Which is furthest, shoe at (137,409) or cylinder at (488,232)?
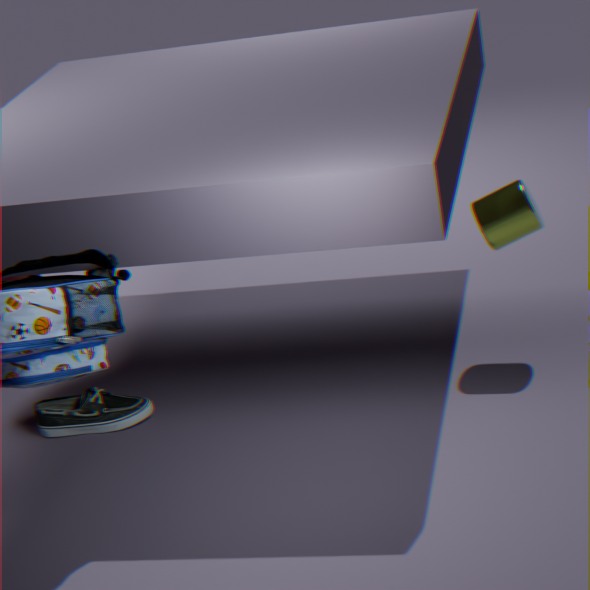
shoe at (137,409)
